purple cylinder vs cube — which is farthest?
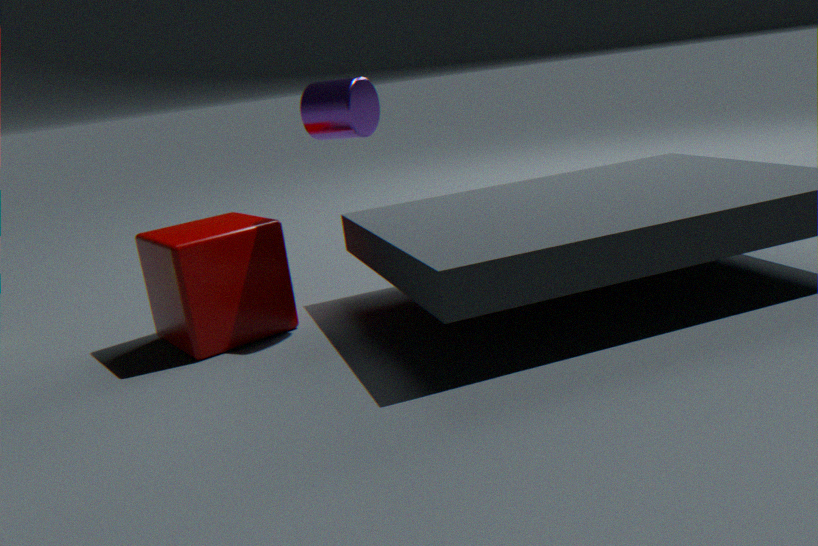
cube
